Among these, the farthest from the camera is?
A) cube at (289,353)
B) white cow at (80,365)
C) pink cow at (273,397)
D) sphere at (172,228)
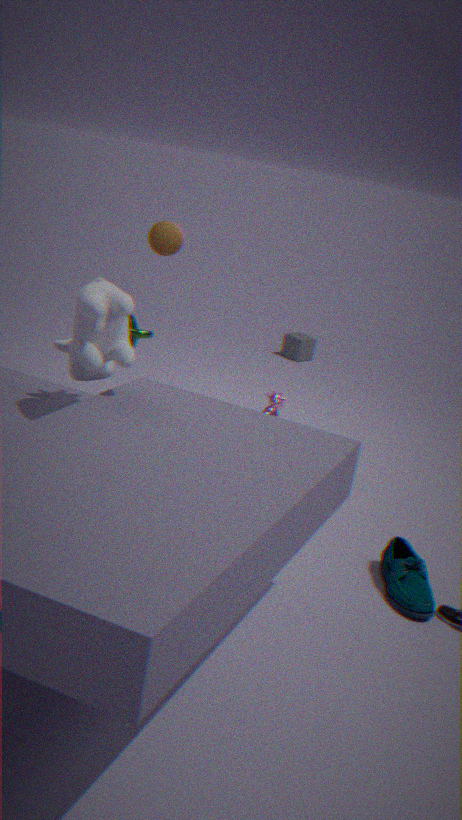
A. cube at (289,353)
